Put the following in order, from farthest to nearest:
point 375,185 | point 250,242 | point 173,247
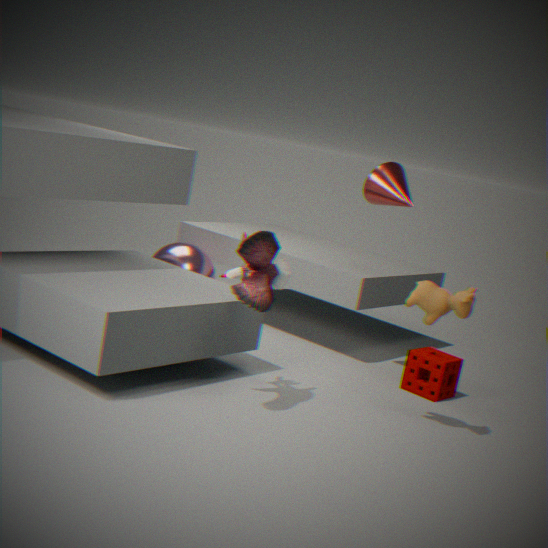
point 173,247 < point 375,185 < point 250,242
